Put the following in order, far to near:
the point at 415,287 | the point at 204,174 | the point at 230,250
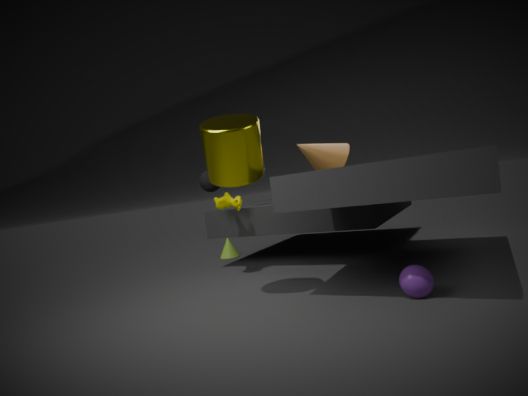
the point at 230,250 → the point at 204,174 → the point at 415,287
